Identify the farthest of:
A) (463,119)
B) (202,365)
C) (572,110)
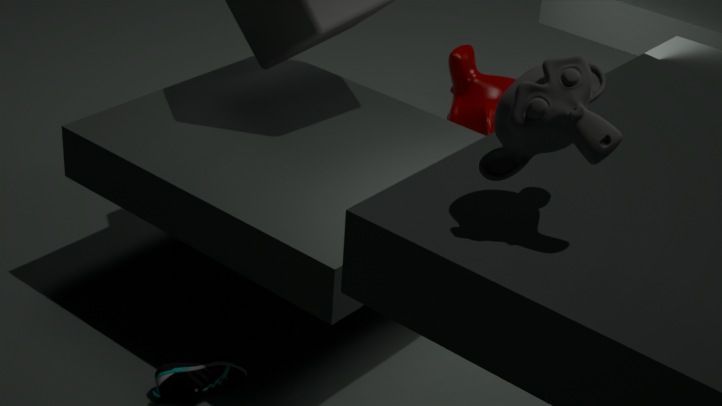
(463,119)
